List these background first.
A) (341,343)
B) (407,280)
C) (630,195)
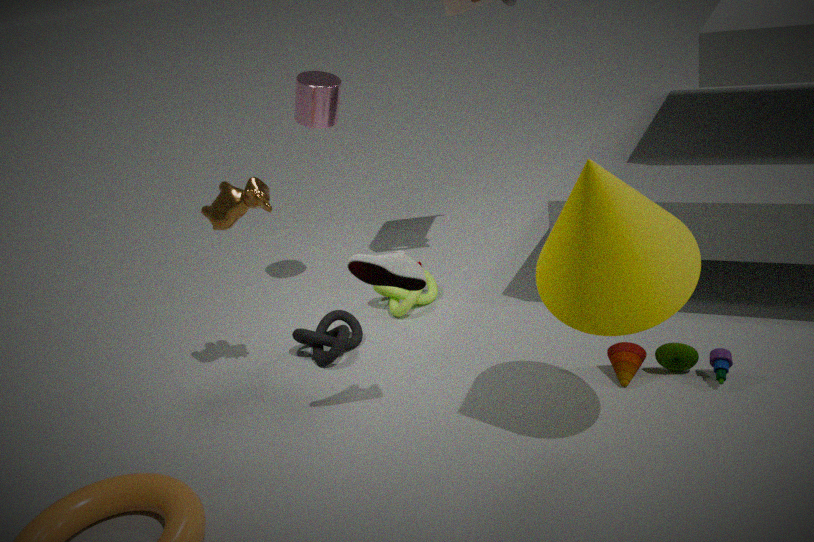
A. (341,343)
B. (407,280)
C. (630,195)
